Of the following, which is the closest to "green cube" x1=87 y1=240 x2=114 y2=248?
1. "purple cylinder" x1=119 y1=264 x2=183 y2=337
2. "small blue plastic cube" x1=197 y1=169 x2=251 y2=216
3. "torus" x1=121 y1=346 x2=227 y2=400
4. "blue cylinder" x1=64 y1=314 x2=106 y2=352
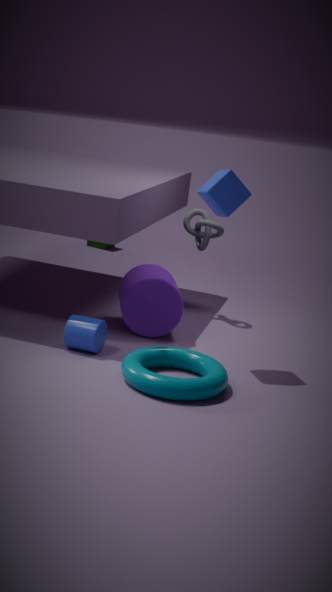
"purple cylinder" x1=119 y1=264 x2=183 y2=337
